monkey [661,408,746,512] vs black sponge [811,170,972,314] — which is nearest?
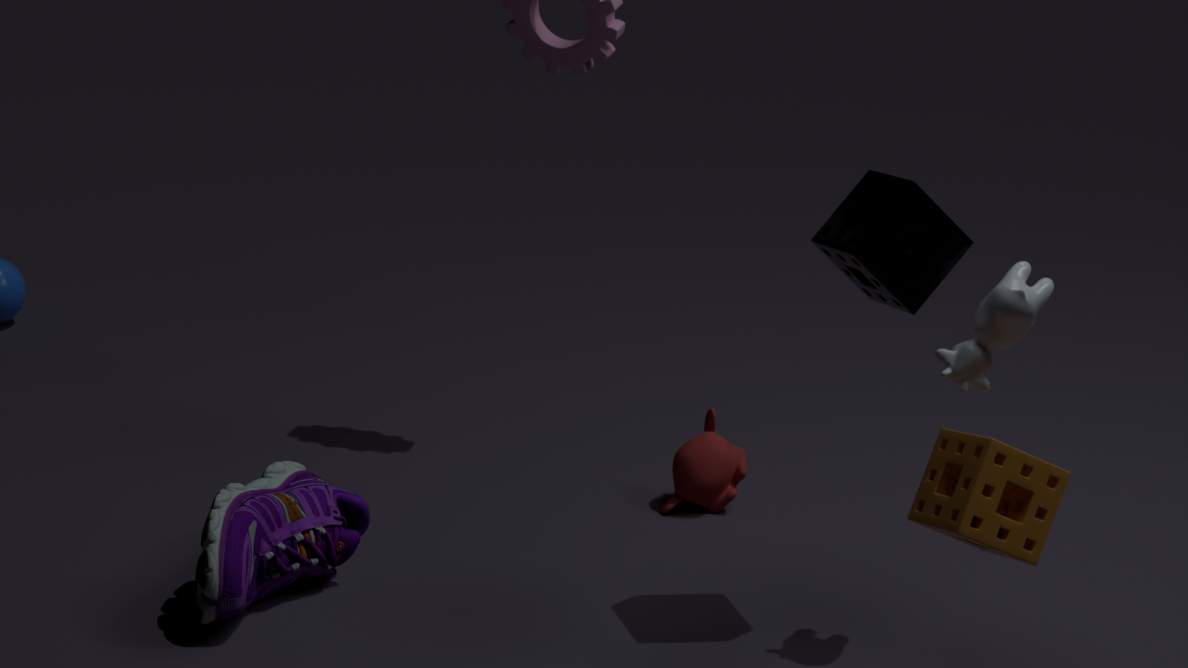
black sponge [811,170,972,314]
